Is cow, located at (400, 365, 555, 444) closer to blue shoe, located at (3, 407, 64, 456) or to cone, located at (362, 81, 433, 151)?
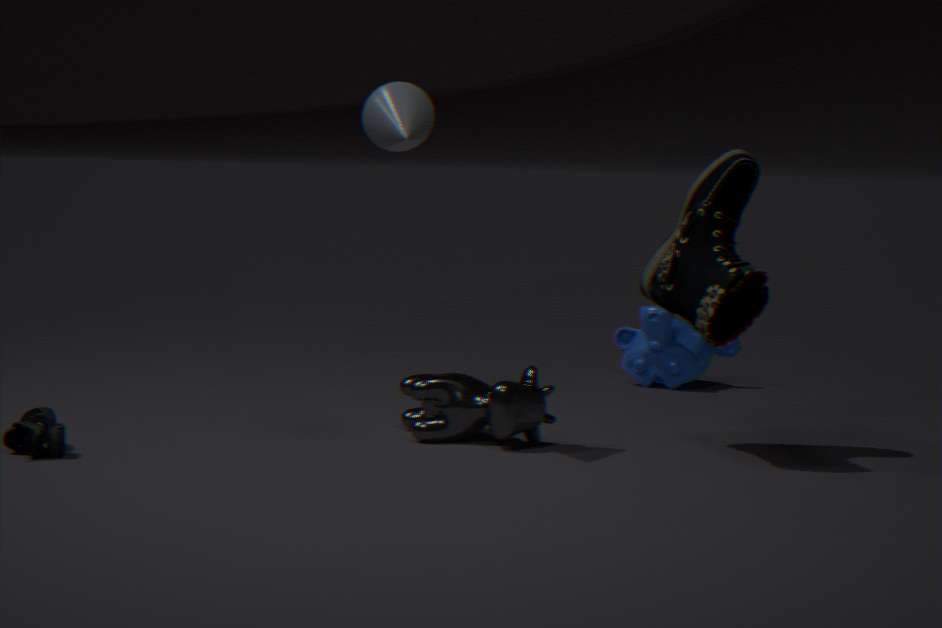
cone, located at (362, 81, 433, 151)
